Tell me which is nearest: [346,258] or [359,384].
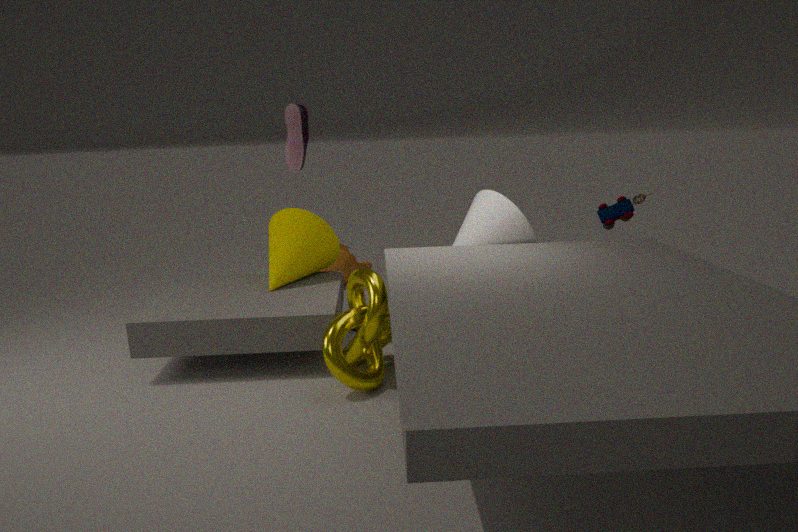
[359,384]
